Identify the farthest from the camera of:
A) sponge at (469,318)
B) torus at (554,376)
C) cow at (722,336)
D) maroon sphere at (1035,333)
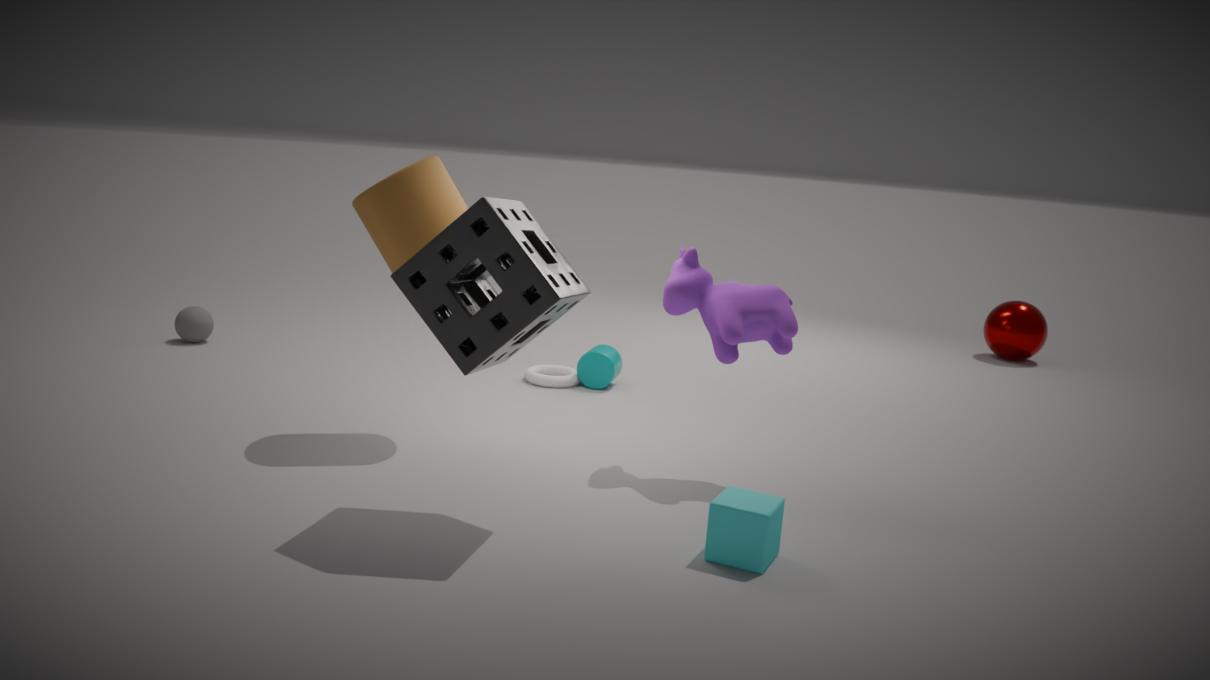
D. maroon sphere at (1035,333)
